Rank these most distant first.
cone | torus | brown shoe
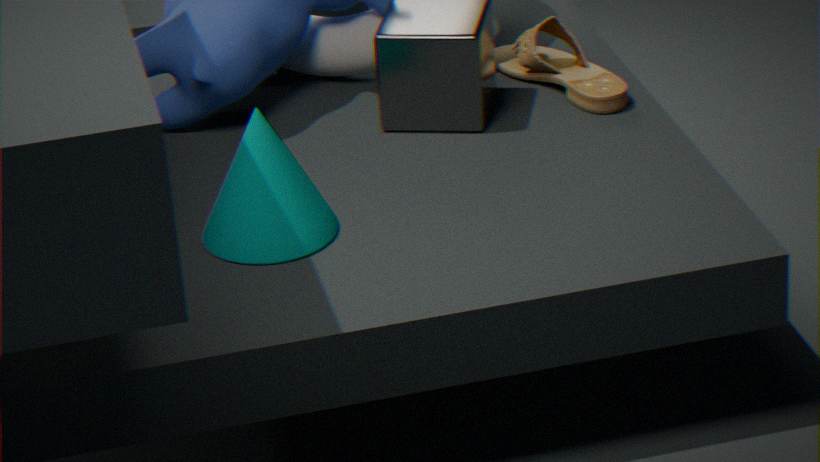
1. torus
2. brown shoe
3. cone
